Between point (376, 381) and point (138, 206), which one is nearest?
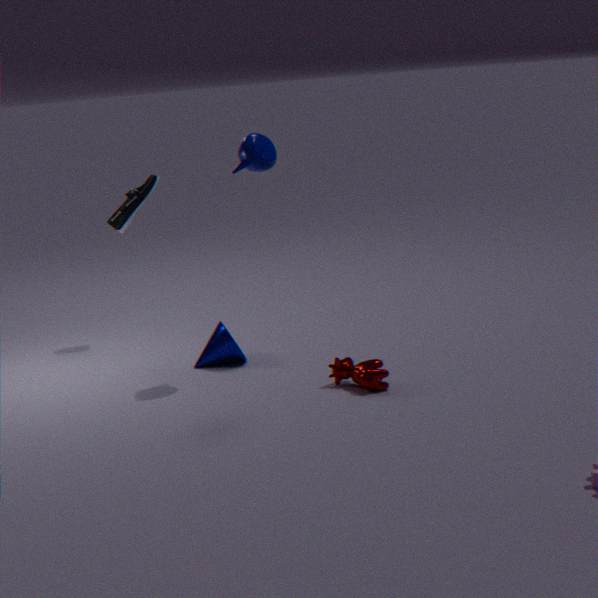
point (376, 381)
